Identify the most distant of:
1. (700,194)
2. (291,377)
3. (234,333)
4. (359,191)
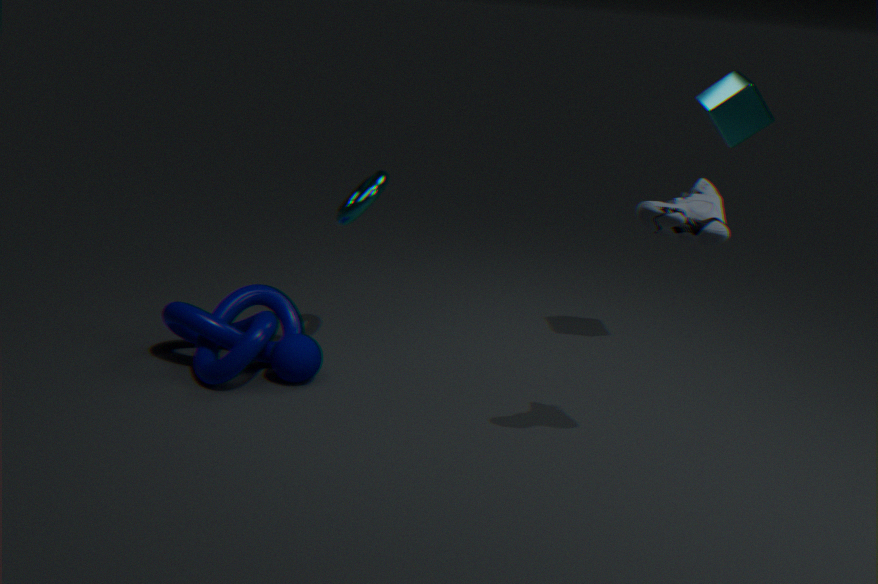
(359,191)
